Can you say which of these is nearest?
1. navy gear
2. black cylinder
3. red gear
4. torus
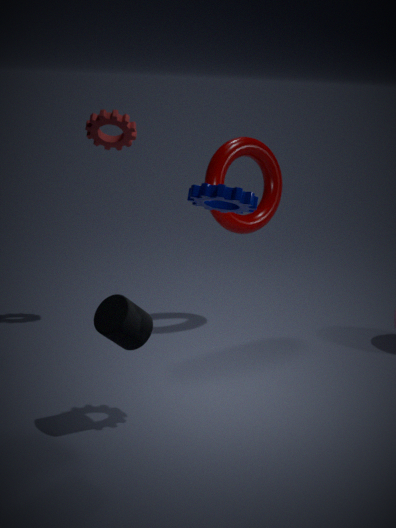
navy gear
